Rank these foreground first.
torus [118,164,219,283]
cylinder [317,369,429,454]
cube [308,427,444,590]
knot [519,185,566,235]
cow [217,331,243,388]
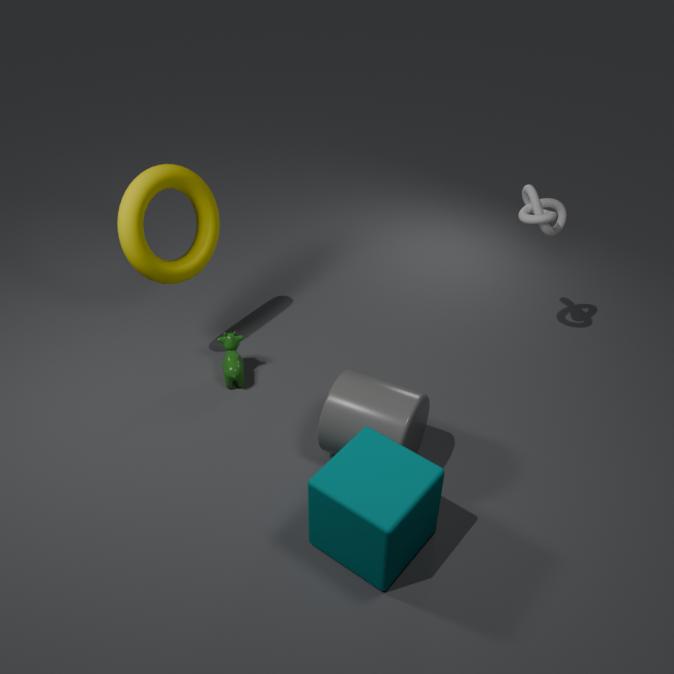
cube [308,427,444,590], cylinder [317,369,429,454], torus [118,164,219,283], knot [519,185,566,235], cow [217,331,243,388]
